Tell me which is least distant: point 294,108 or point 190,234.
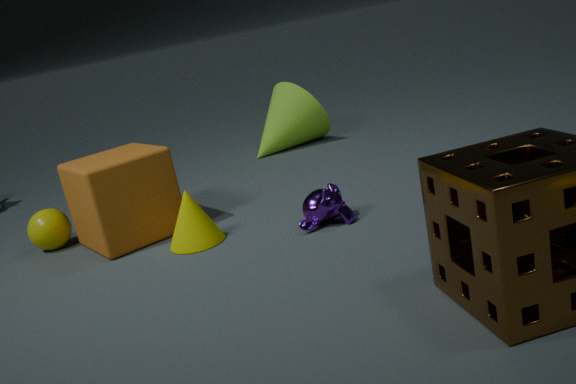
point 190,234
